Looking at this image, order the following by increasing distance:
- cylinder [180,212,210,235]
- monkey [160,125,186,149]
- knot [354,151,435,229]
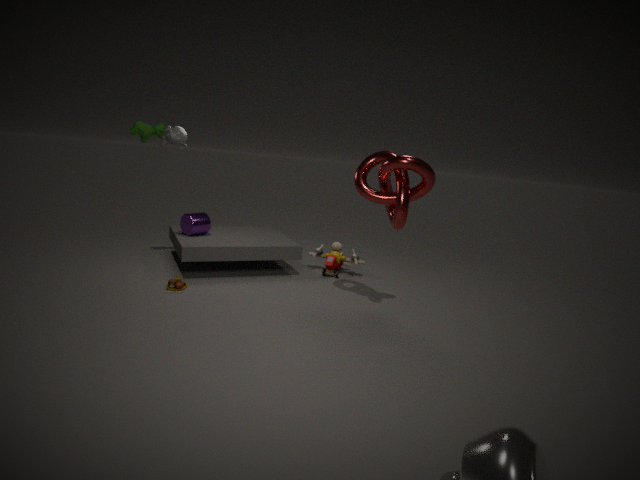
knot [354,151,435,229] < monkey [160,125,186,149] < cylinder [180,212,210,235]
